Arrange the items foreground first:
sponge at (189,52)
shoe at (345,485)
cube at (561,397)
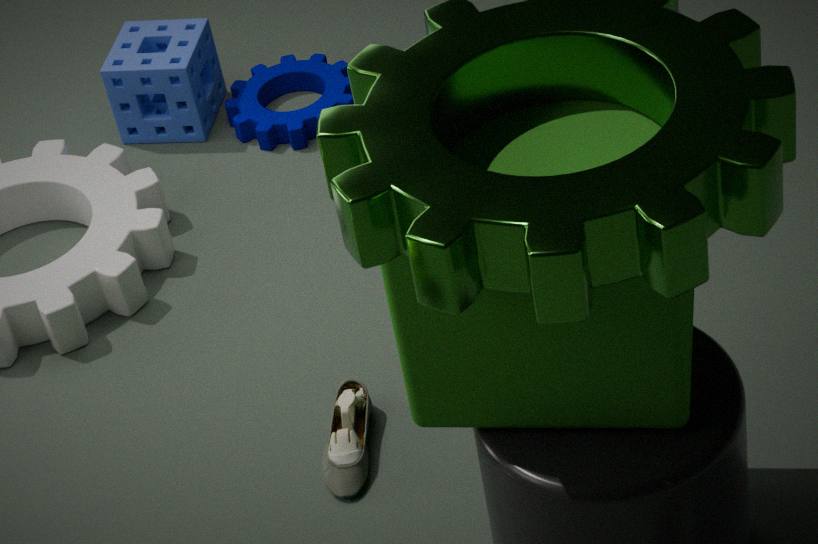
cube at (561,397)
shoe at (345,485)
sponge at (189,52)
